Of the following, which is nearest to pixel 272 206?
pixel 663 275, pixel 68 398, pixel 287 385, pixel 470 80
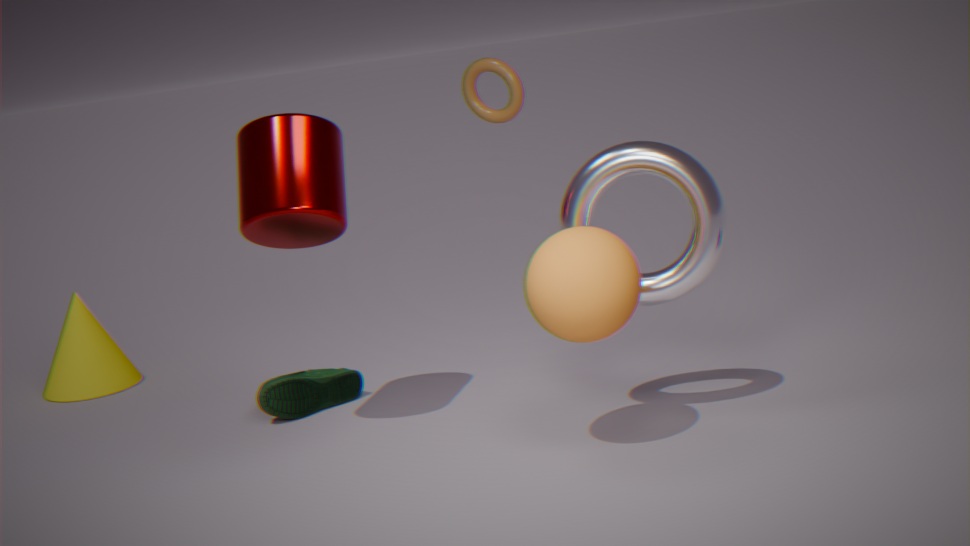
pixel 287 385
